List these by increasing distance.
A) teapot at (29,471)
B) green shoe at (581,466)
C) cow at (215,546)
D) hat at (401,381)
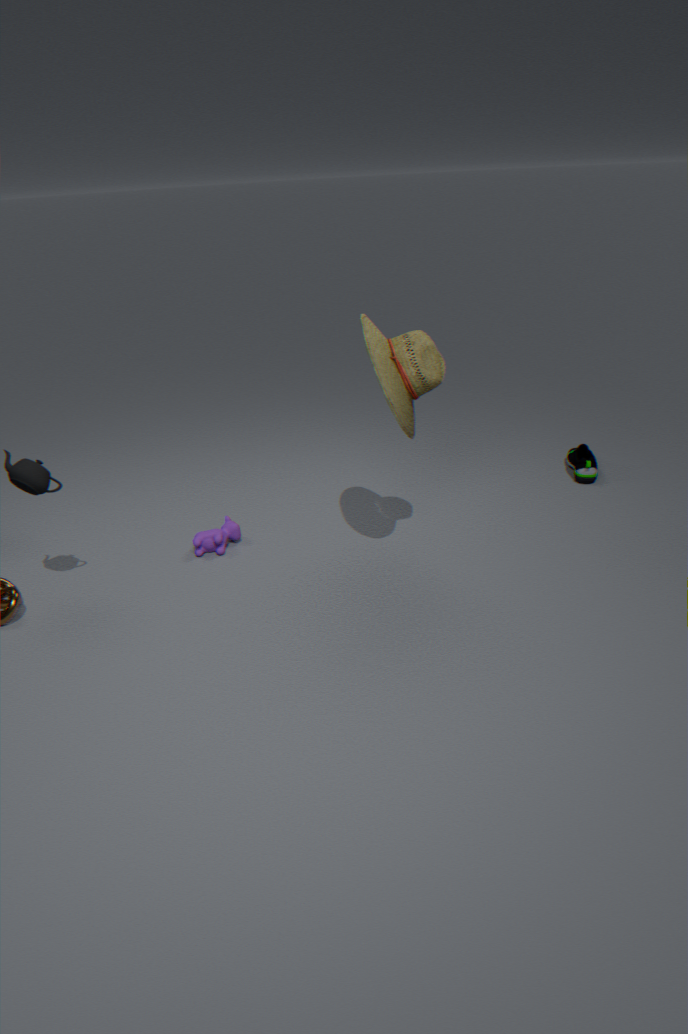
hat at (401,381), teapot at (29,471), cow at (215,546), green shoe at (581,466)
